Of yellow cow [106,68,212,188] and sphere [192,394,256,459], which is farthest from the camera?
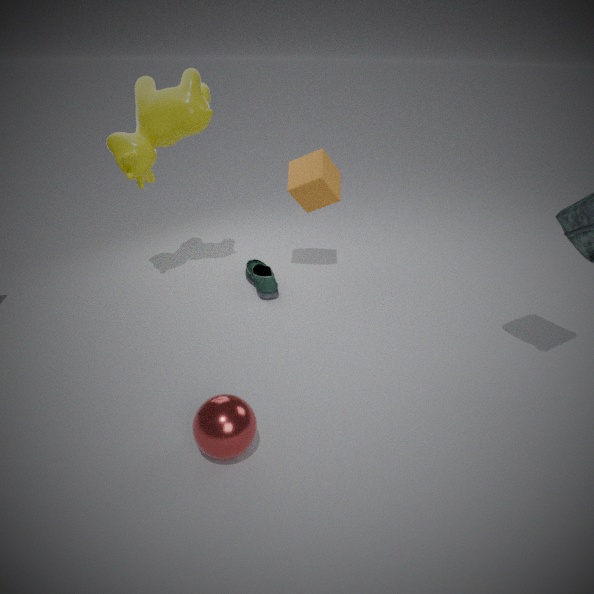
yellow cow [106,68,212,188]
